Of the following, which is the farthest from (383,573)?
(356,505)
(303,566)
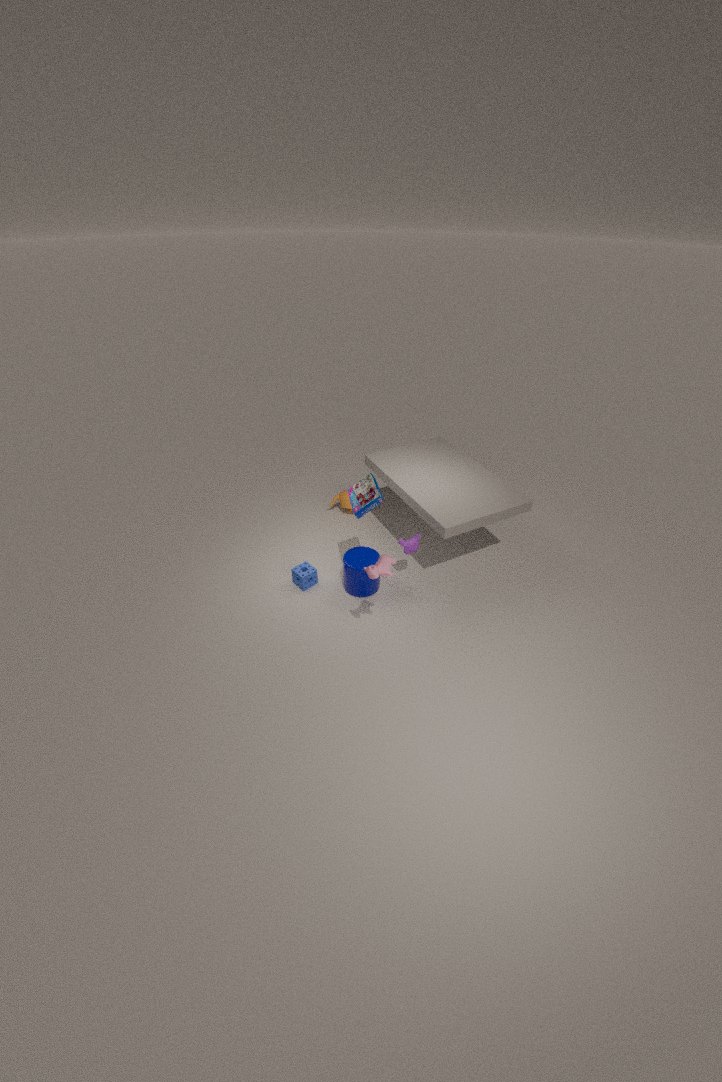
(303,566)
